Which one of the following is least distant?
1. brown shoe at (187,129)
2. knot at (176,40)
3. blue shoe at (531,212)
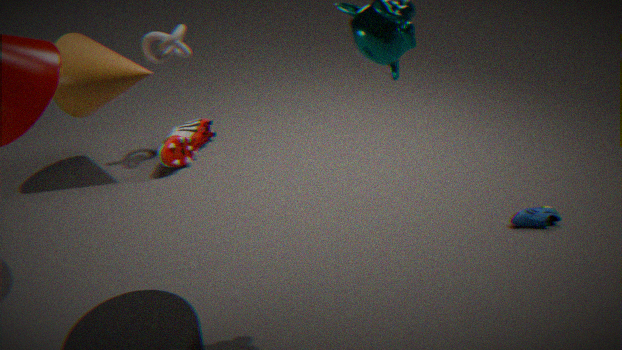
blue shoe at (531,212)
